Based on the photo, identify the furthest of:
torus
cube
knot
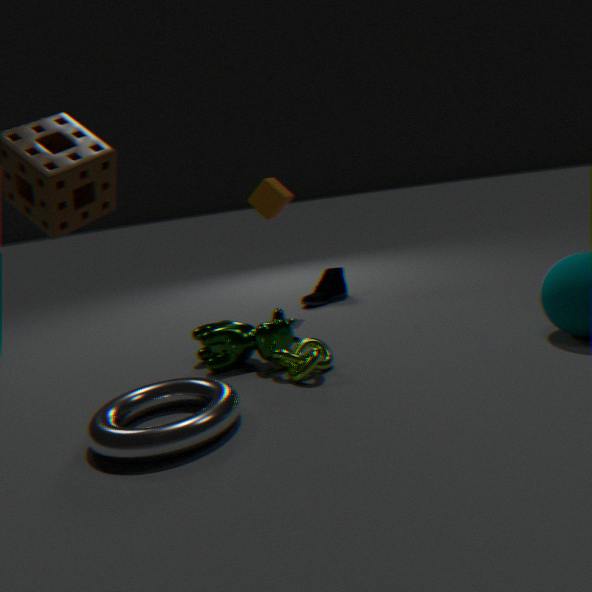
cube
